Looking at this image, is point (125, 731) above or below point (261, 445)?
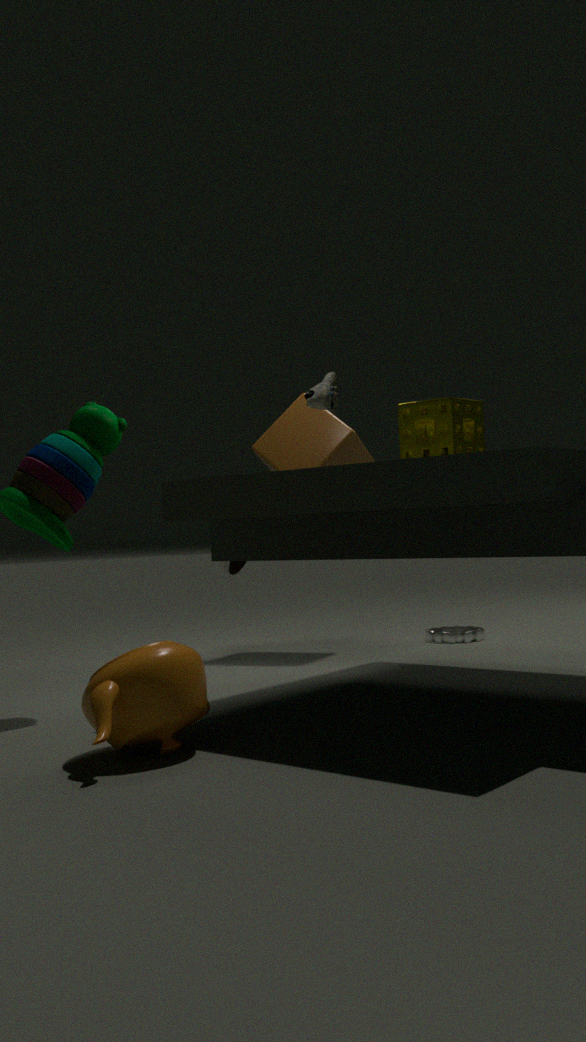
below
